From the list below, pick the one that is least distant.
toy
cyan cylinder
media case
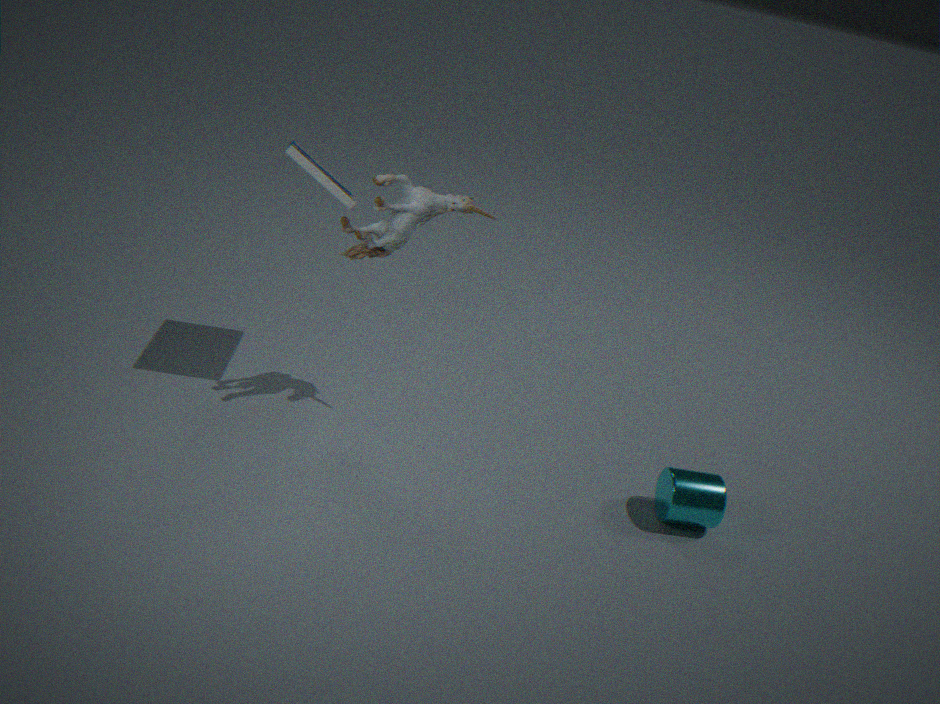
media case
